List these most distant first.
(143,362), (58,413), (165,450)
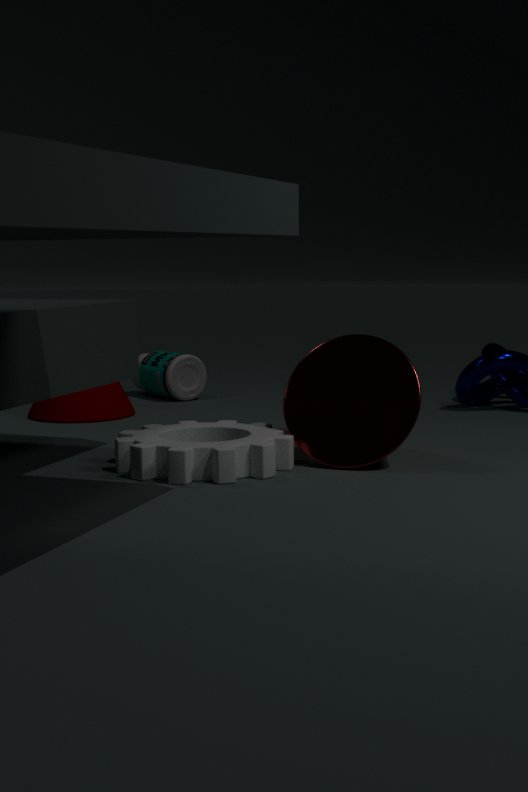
(143,362)
(58,413)
(165,450)
